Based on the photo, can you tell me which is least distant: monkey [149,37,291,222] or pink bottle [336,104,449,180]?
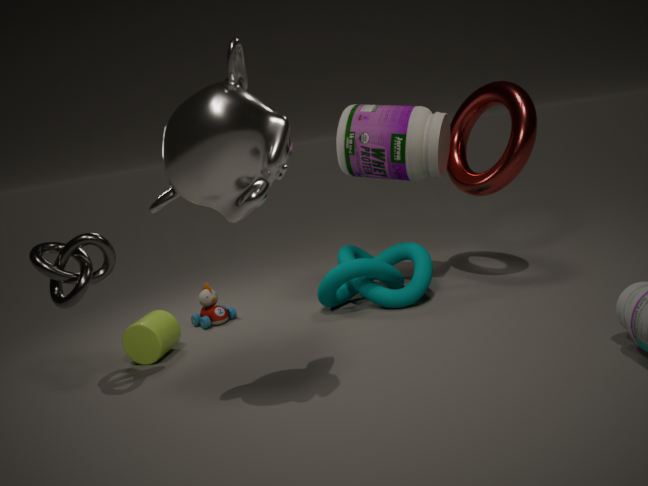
monkey [149,37,291,222]
